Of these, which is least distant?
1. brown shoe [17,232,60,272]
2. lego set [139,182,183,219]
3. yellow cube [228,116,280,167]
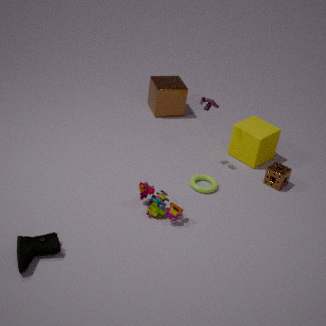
brown shoe [17,232,60,272]
